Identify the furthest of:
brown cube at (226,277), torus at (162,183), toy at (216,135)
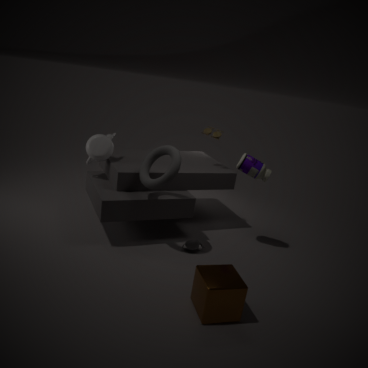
toy at (216,135)
